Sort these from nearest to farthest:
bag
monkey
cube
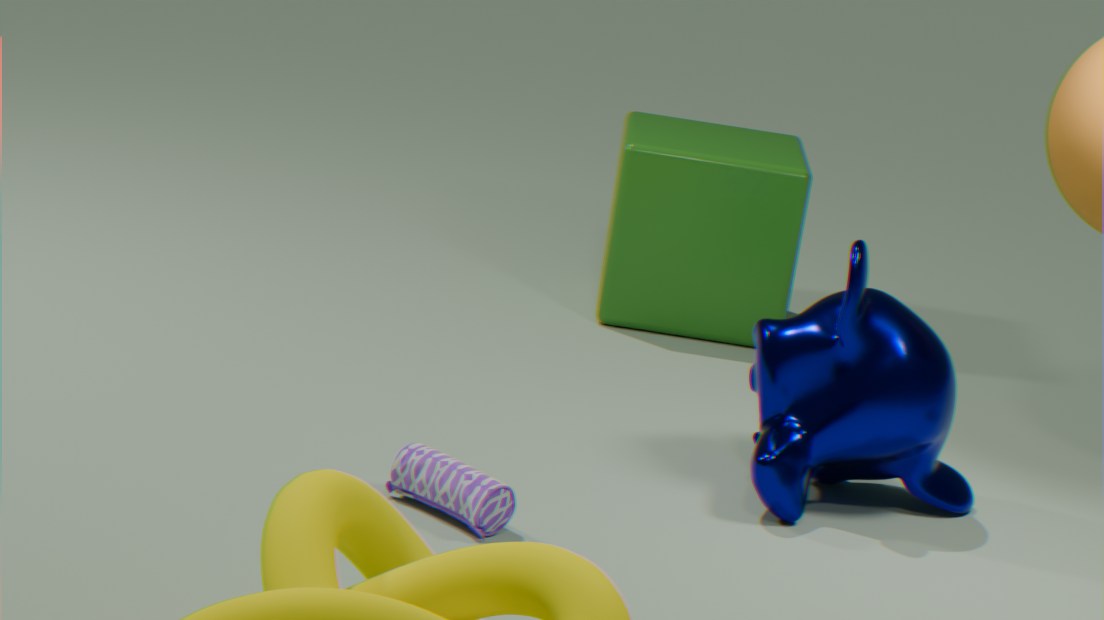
1. bag
2. monkey
3. cube
